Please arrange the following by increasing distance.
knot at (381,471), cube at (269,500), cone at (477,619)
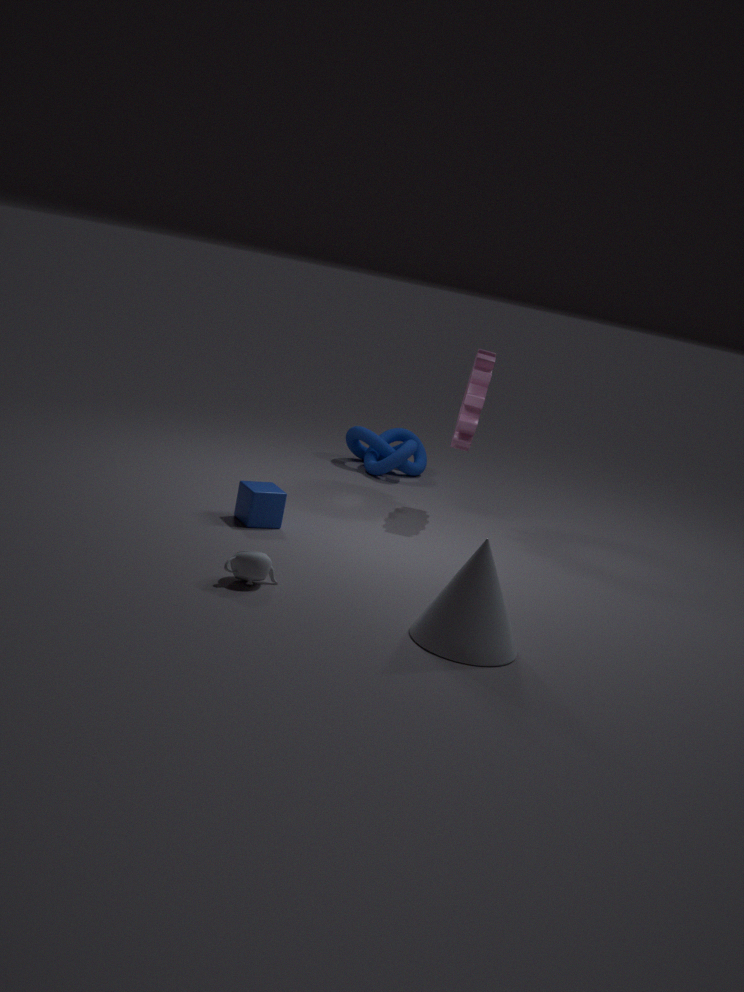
cone at (477,619)
cube at (269,500)
knot at (381,471)
